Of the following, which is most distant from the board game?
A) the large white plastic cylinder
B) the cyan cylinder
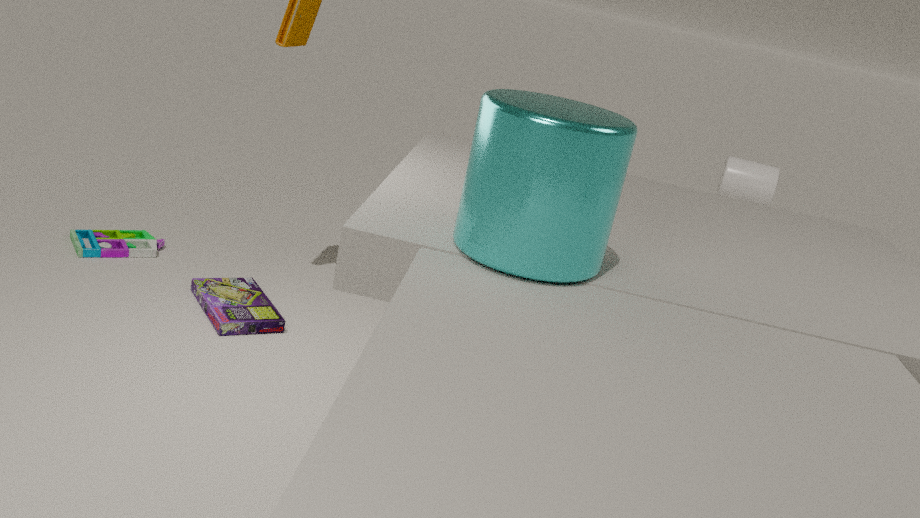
the large white plastic cylinder
